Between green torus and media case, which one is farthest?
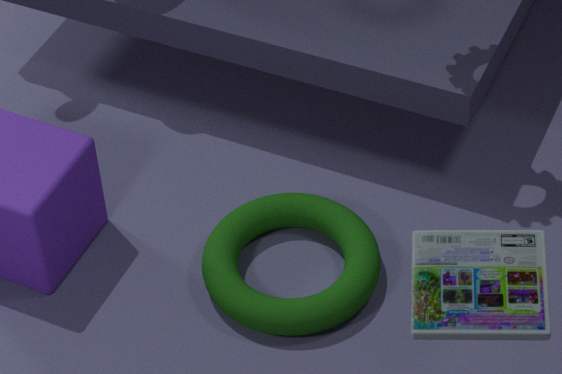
green torus
